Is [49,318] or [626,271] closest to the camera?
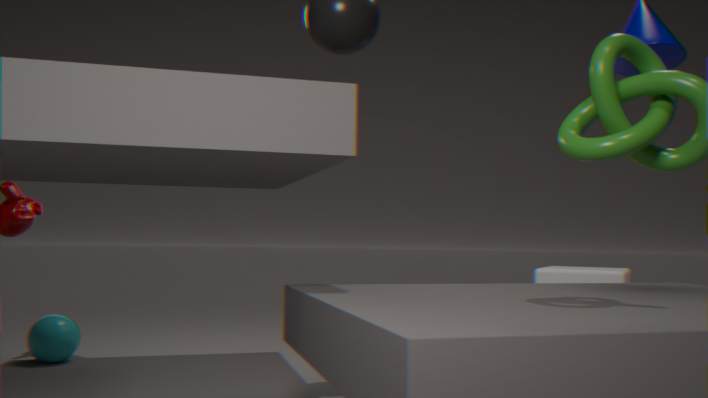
[49,318]
